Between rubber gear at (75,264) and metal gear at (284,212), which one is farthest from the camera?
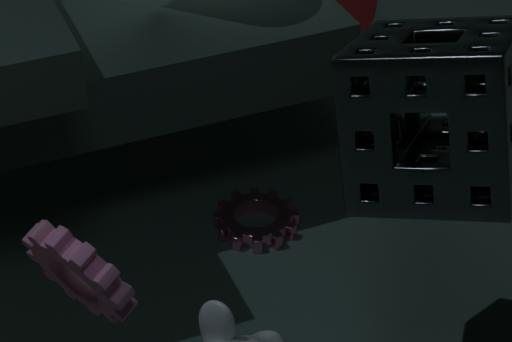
metal gear at (284,212)
